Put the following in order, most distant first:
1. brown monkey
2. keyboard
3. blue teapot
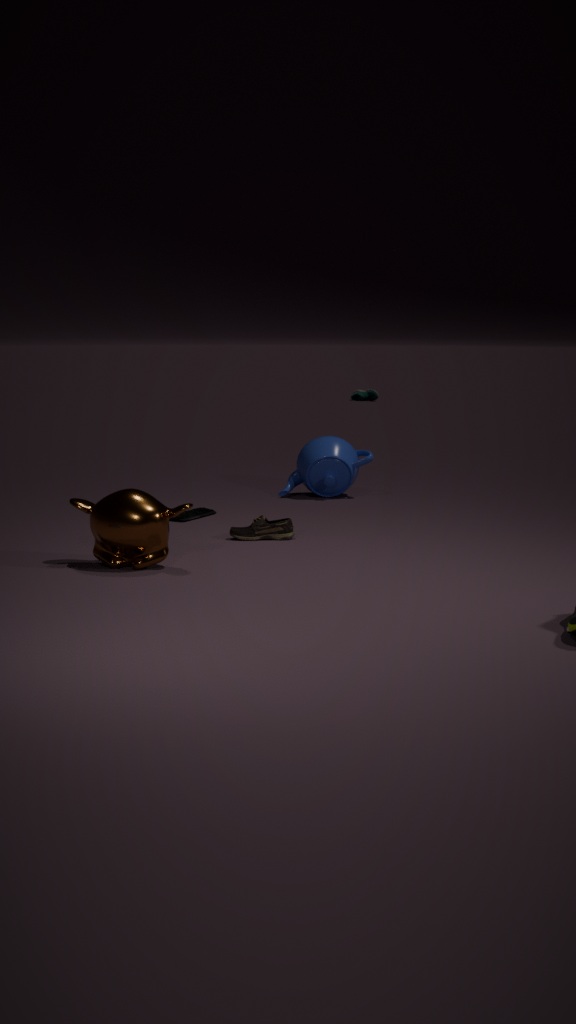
blue teapot → keyboard → brown monkey
